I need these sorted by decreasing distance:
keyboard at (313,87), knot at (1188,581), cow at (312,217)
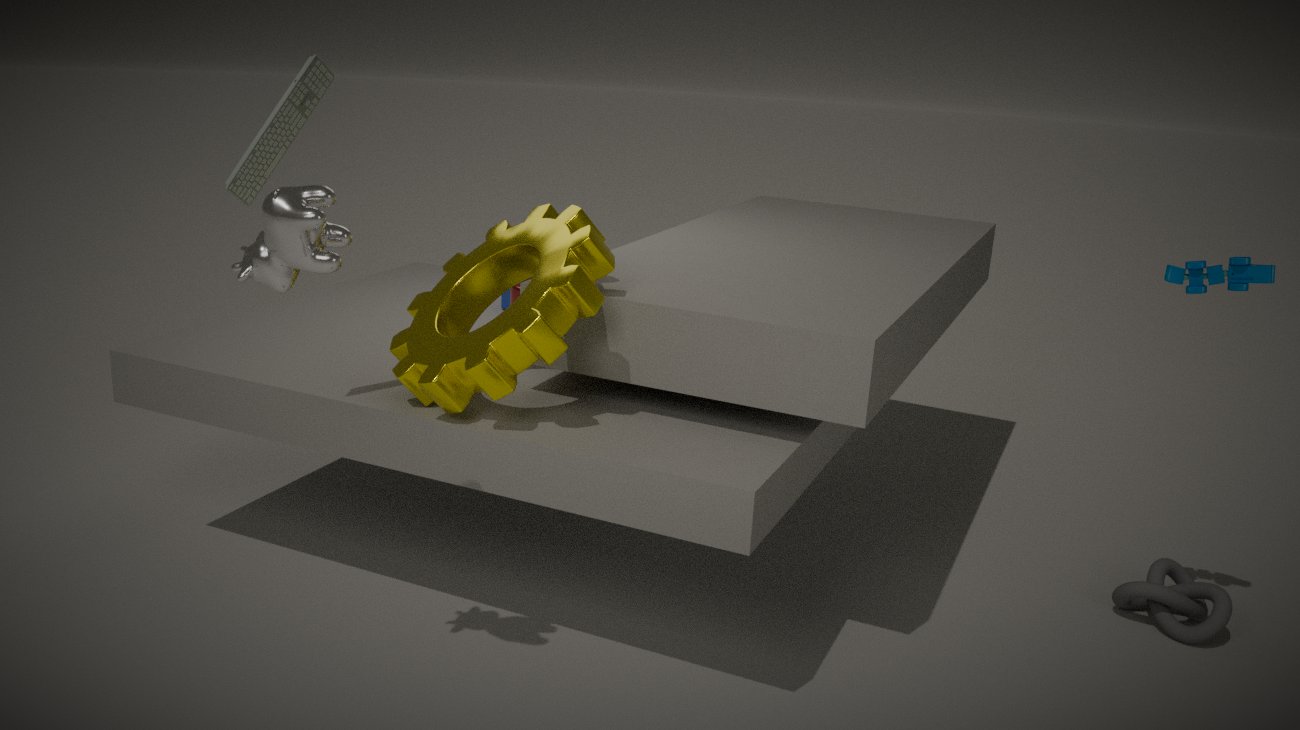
knot at (1188,581)
keyboard at (313,87)
cow at (312,217)
